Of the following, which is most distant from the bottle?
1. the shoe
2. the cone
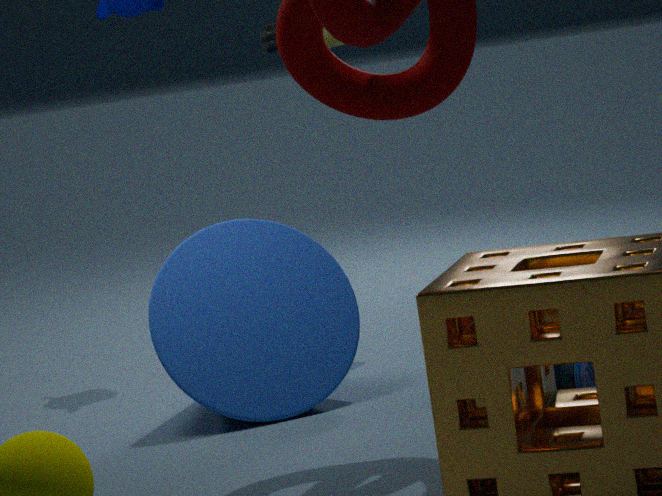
the shoe
